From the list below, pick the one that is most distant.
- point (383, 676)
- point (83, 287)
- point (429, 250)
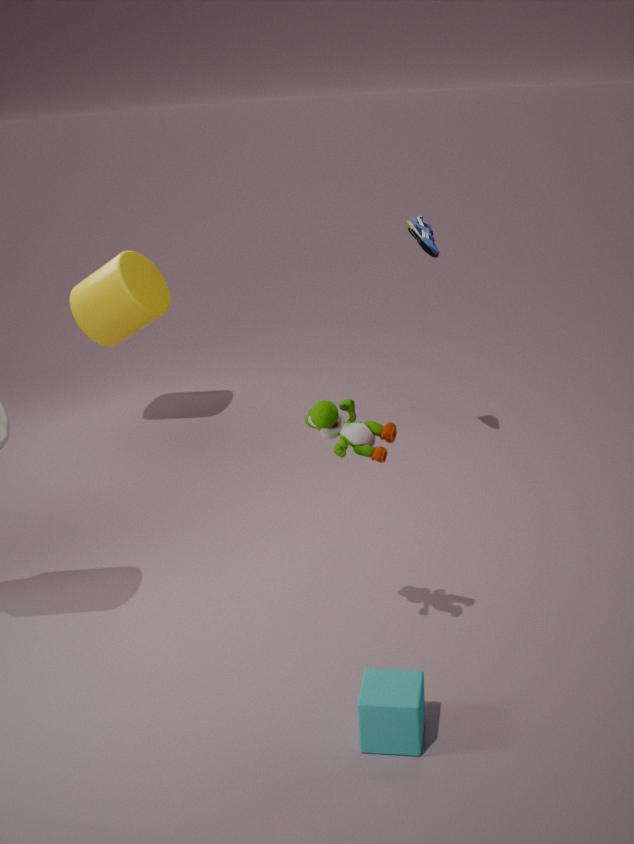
point (83, 287)
